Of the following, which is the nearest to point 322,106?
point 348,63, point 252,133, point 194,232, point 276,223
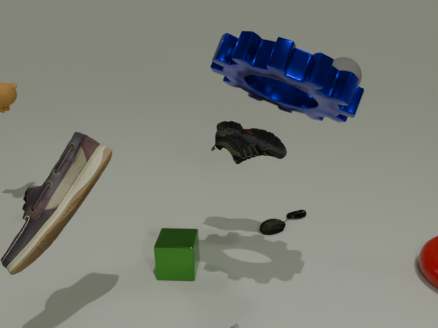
point 252,133
